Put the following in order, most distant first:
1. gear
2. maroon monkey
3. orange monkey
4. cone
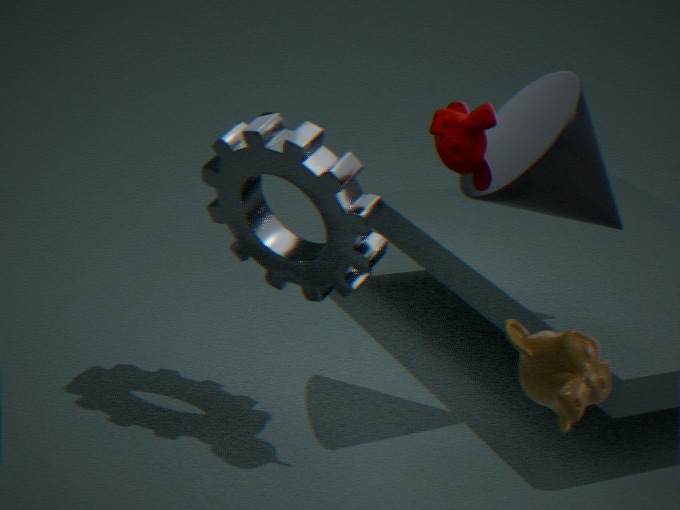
gear, cone, maroon monkey, orange monkey
